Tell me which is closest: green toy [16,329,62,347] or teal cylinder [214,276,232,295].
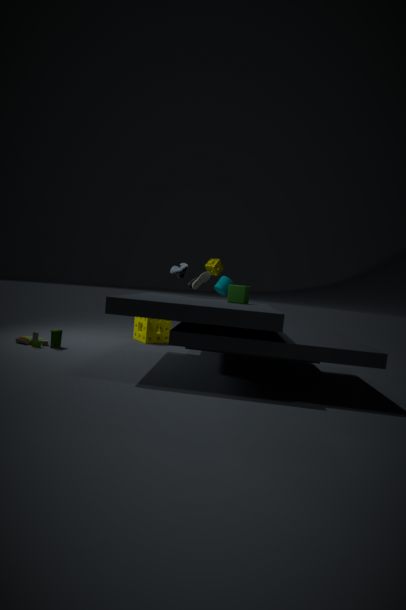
green toy [16,329,62,347]
